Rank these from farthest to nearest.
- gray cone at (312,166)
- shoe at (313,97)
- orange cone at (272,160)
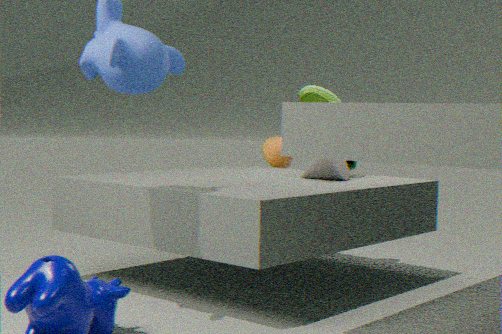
orange cone at (272,160), shoe at (313,97), gray cone at (312,166)
